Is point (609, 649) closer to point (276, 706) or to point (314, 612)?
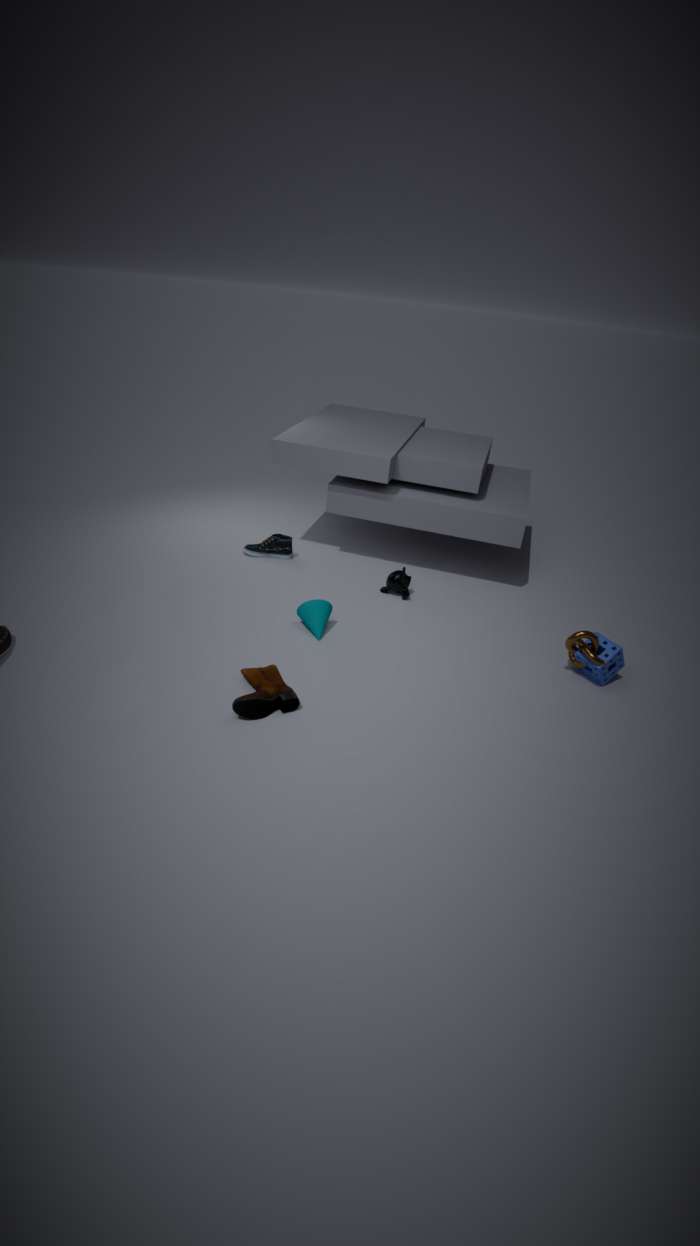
point (314, 612)
